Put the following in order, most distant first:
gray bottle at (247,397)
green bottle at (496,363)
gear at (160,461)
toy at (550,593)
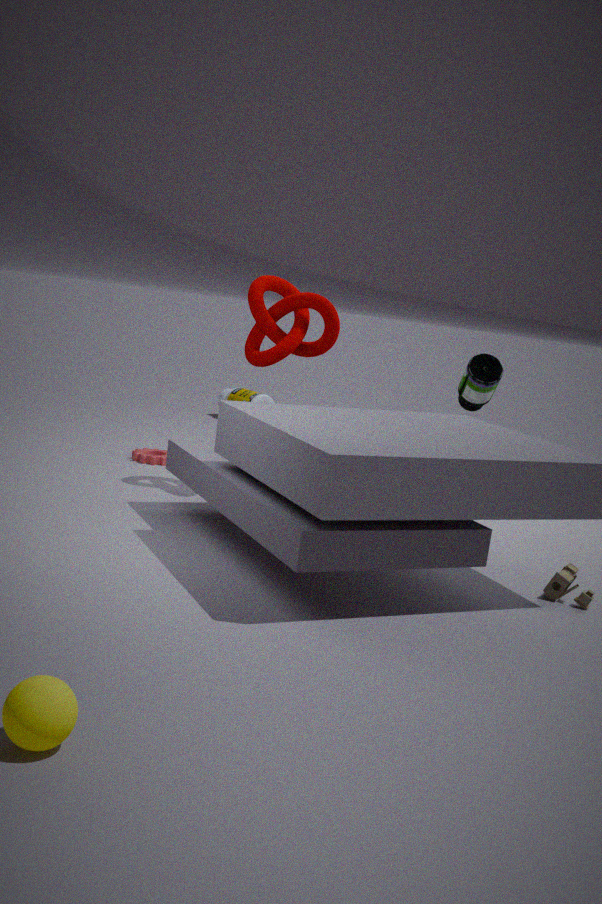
gray bottle at (247,397)
gear at (160,461)
green bottle at (496,363)
toy at (550,593)
